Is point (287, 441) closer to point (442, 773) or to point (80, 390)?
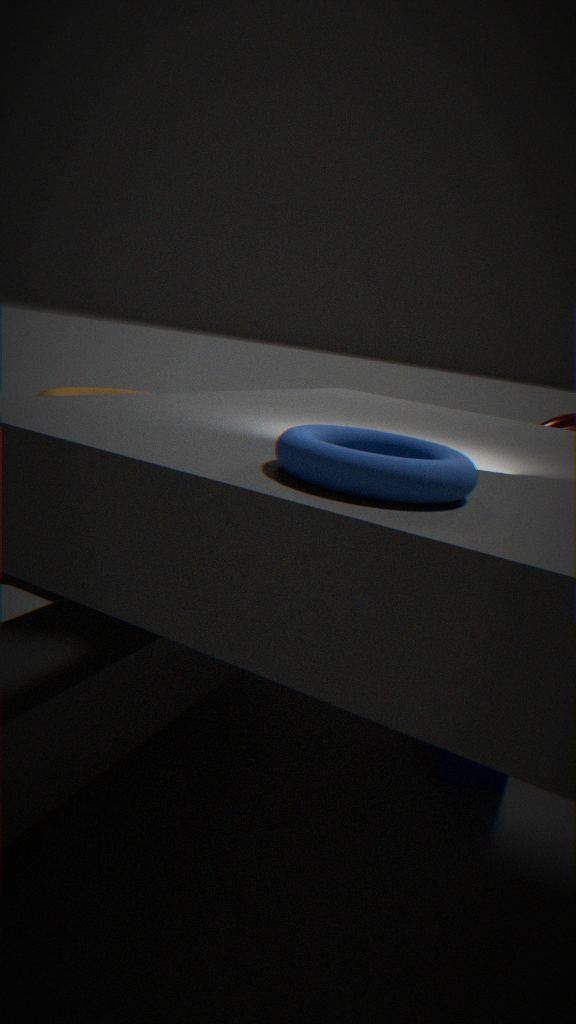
point (80, 390)
